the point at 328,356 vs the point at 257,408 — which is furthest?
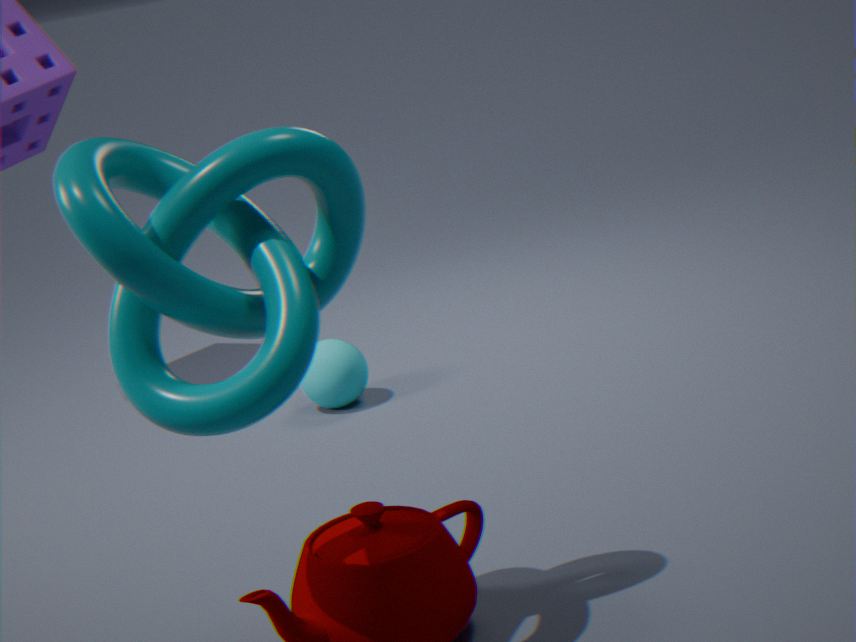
the point at 328,356
